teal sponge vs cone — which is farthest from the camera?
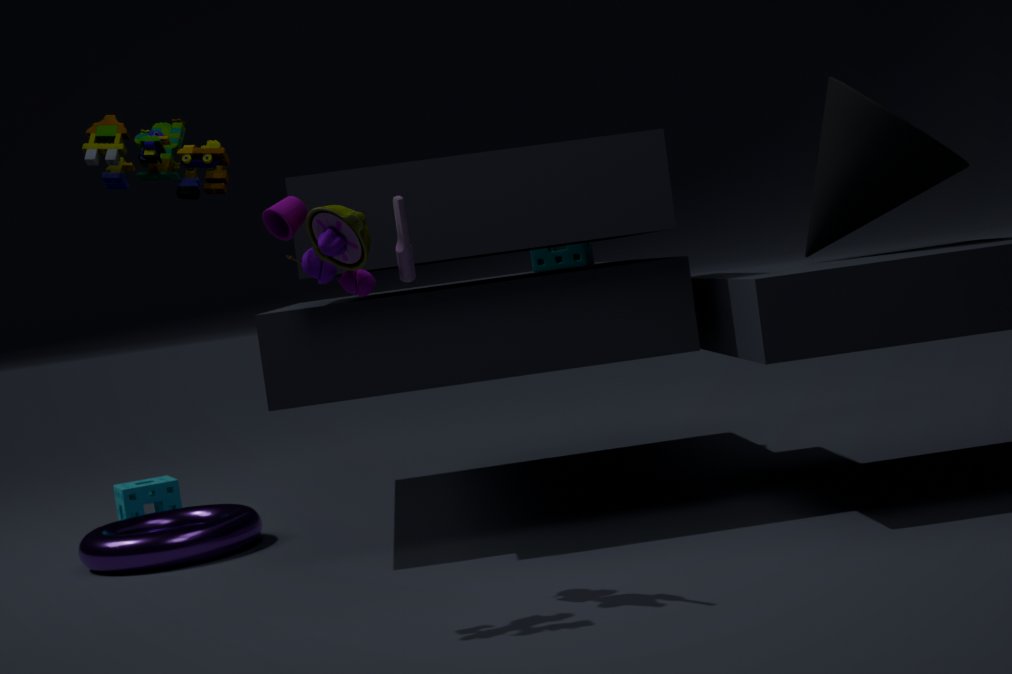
teal sponge
